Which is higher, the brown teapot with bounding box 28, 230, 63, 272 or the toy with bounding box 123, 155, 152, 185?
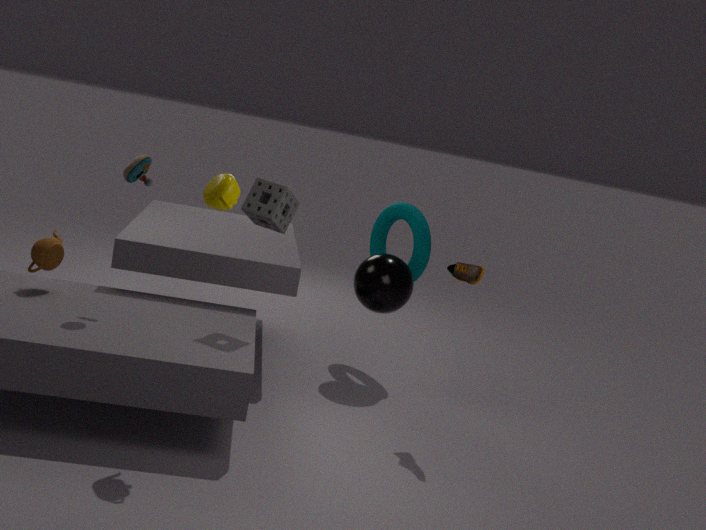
the toy with bounding box 123, 155, 152, 185
